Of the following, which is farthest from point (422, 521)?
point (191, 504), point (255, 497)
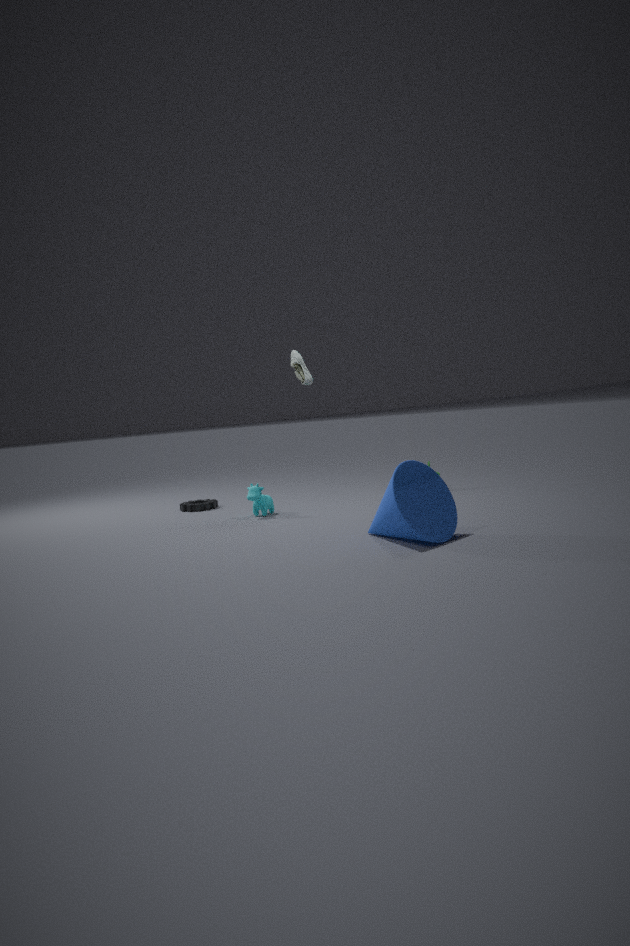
point (191, 504)
